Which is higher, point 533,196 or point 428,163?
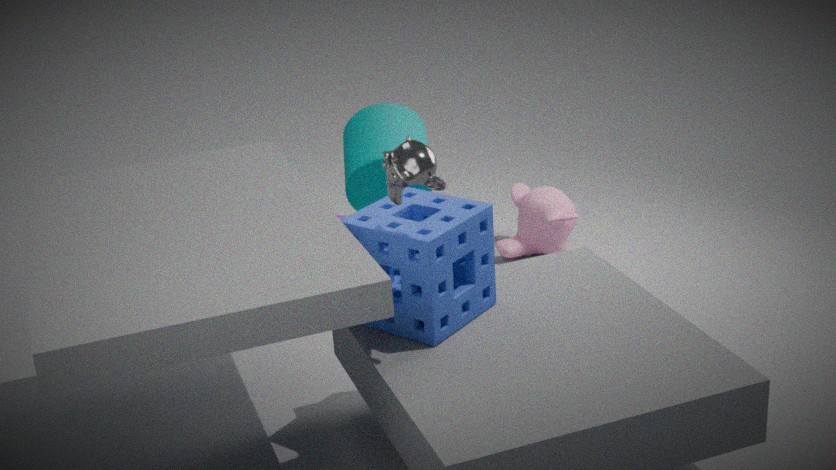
point 428,163
